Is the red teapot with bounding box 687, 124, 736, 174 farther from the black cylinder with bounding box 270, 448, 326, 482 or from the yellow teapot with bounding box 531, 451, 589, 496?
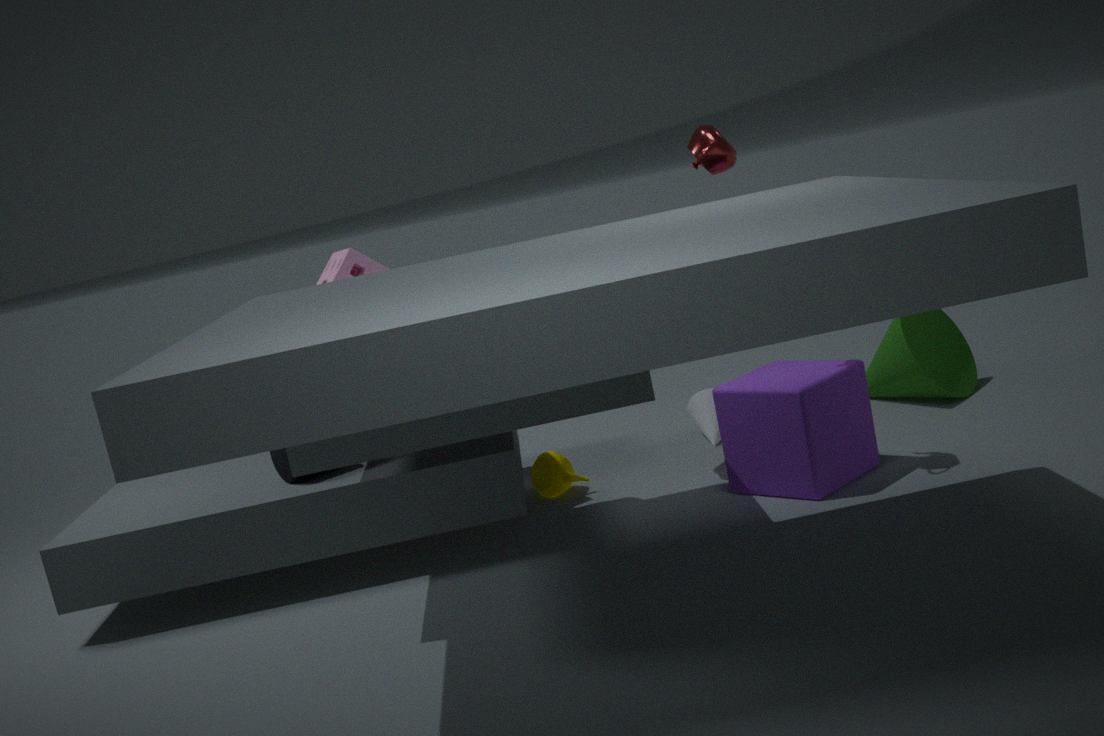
the black cylinder with bounding box 270, 448, 326, 482
